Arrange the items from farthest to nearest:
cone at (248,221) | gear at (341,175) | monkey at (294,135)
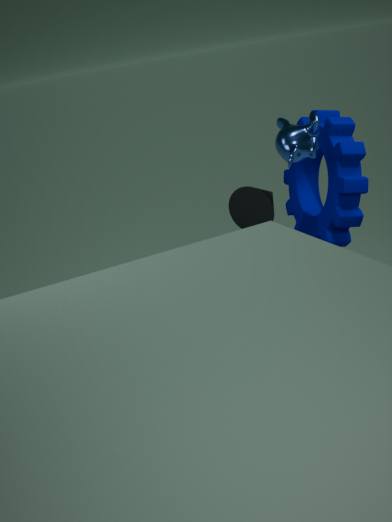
cone at (248,221), gear at (341,175), monkey at (294,135)
